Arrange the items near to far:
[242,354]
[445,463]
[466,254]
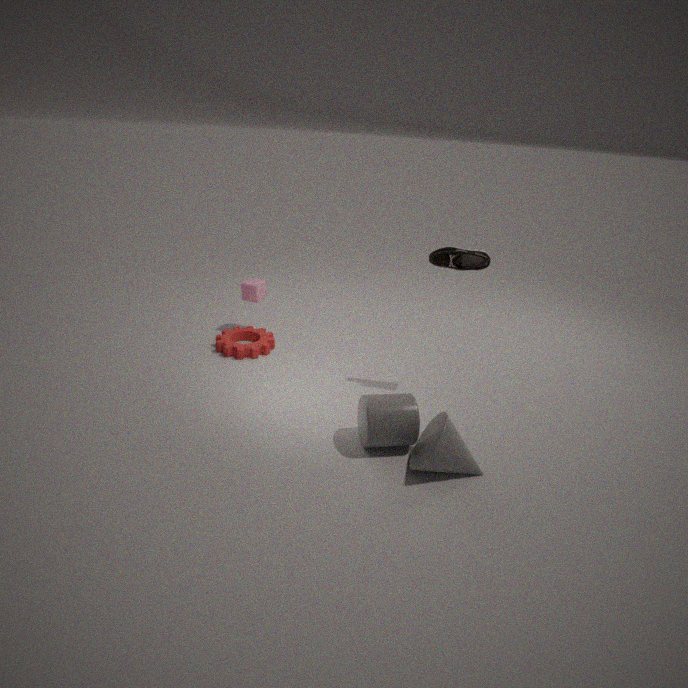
[445,463] < [466,254] < [242,354]
